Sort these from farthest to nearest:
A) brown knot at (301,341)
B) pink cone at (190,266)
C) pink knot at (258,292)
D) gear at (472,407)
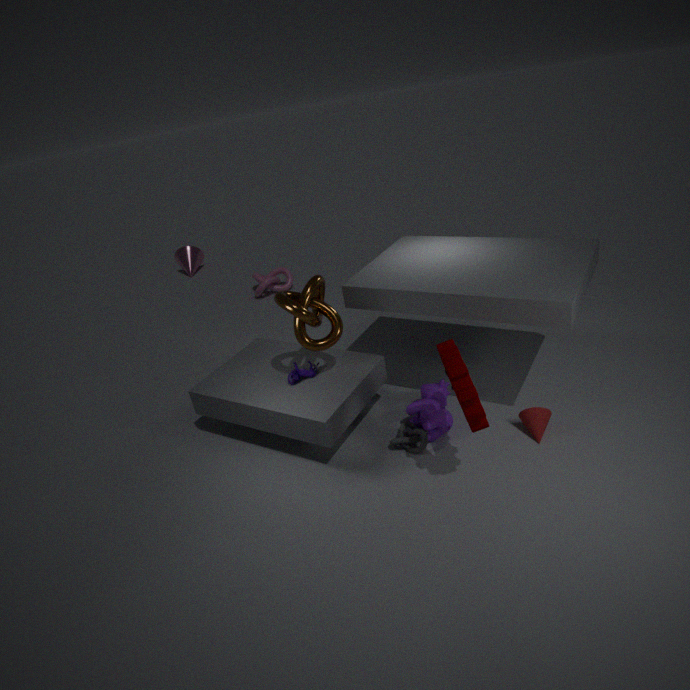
1. pink cone at (190,266)
2. pink knot at (258,292)
3. brown knot at (301,341)
4. gear at (472,407)
